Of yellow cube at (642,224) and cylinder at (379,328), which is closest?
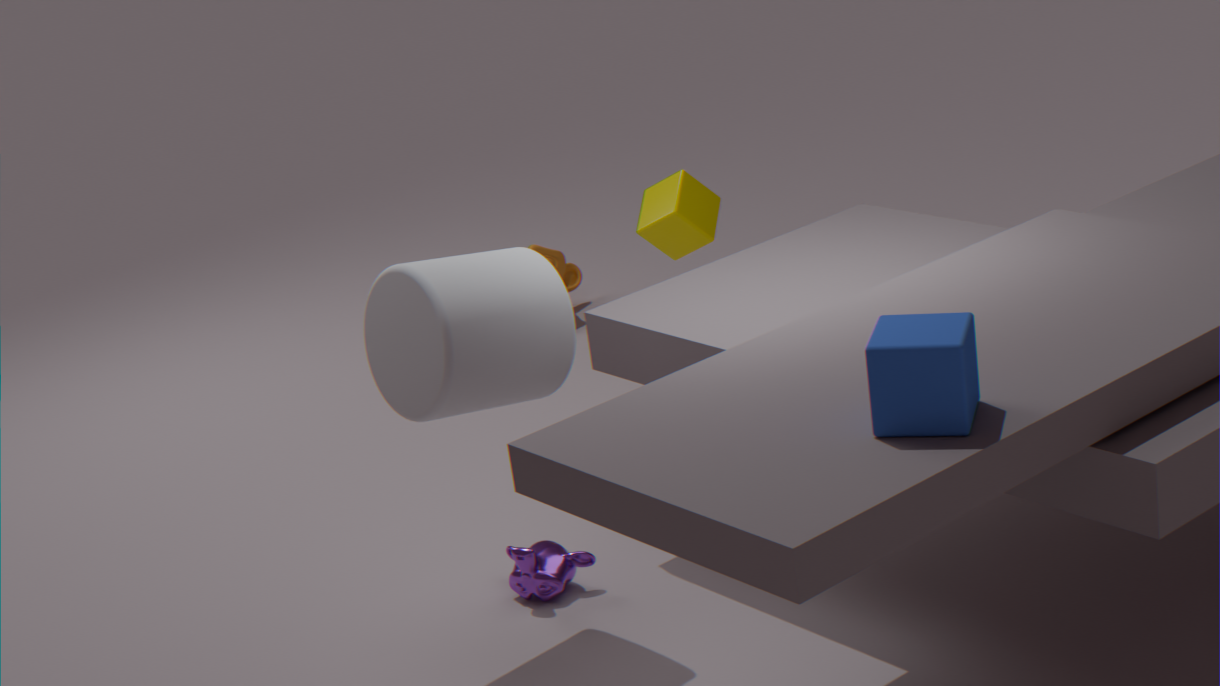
cylinder at (379,328)
